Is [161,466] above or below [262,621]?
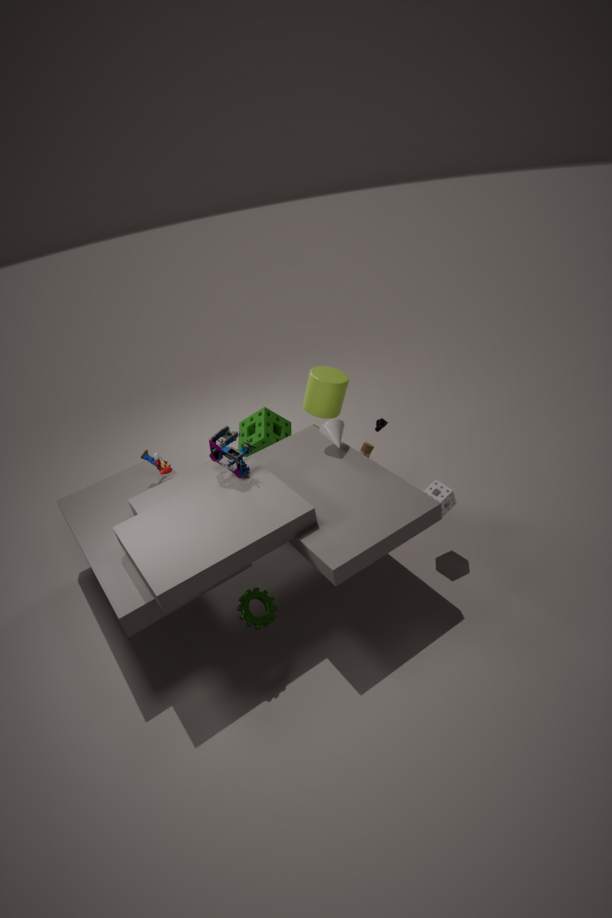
above
